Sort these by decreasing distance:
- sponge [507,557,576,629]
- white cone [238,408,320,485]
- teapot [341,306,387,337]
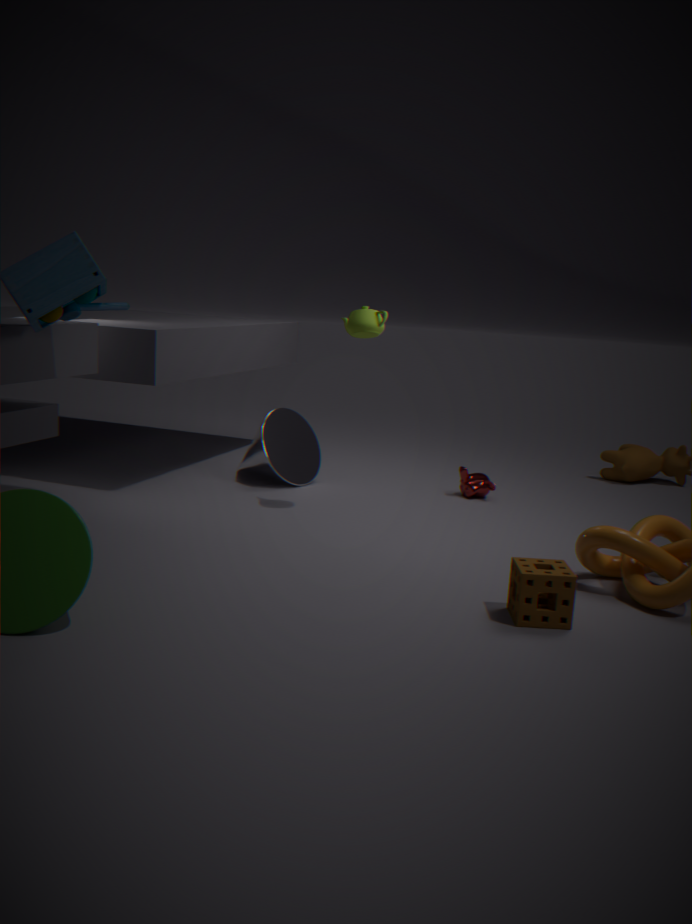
white cone [238,408,320,485]
teapot [341,306,387,337]
sponge [507,557,576,629]
